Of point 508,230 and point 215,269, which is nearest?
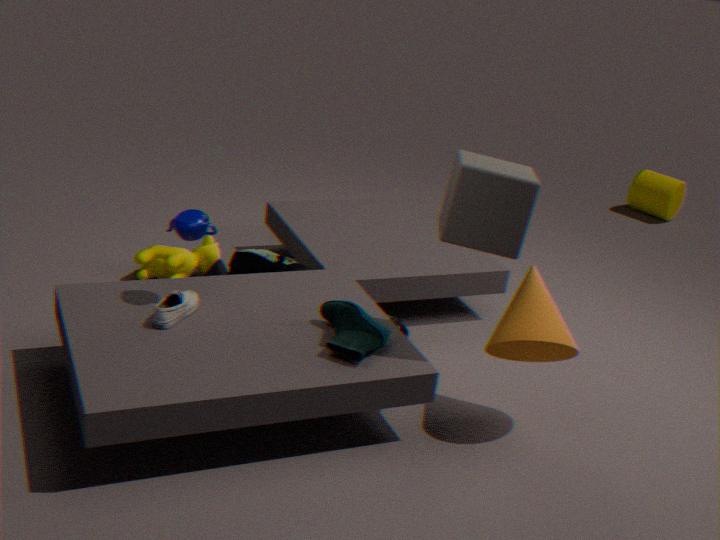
point 508,230
